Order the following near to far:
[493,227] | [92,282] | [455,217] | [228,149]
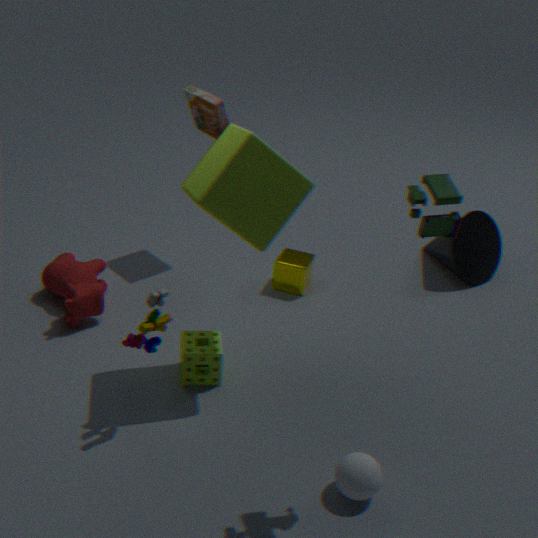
[455,217] < [228,149] < [92,282] < [493,227]
